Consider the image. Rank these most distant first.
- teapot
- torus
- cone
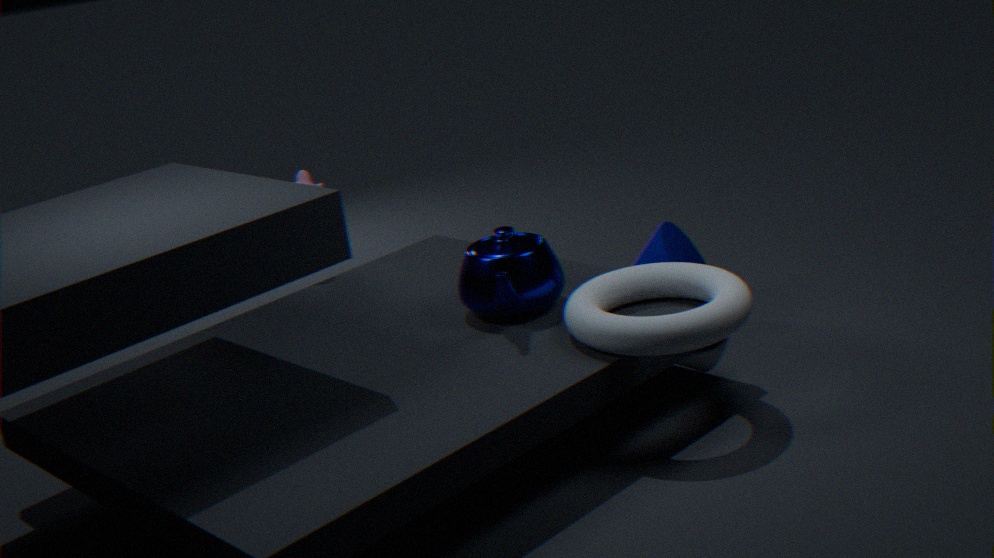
cone, teapot, torus
